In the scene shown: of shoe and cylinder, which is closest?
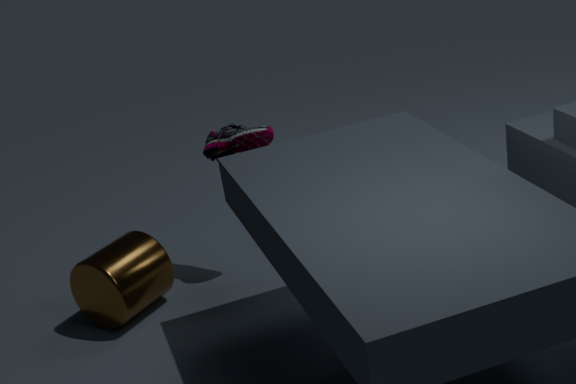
cylinder
